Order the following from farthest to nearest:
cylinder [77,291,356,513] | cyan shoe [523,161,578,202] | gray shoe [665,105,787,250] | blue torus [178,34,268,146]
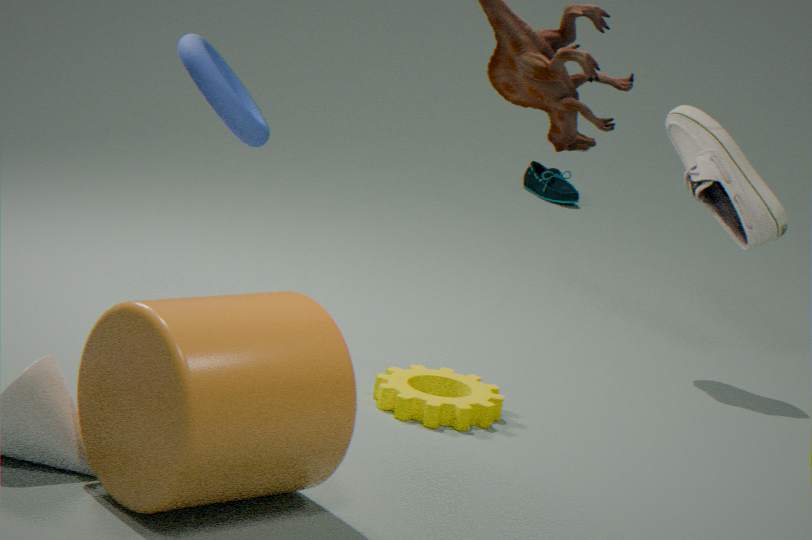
cyan shoe [523,161,578,202], gray shoe [665,105,787,250], blue torus [178,34,268,146], cylinder [77,291,356,513]
